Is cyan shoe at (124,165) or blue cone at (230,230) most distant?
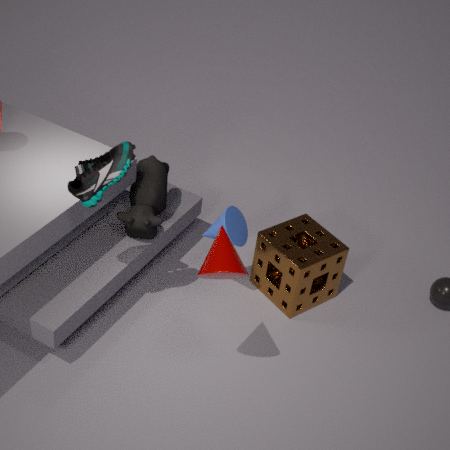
blue cone at (230,230)
